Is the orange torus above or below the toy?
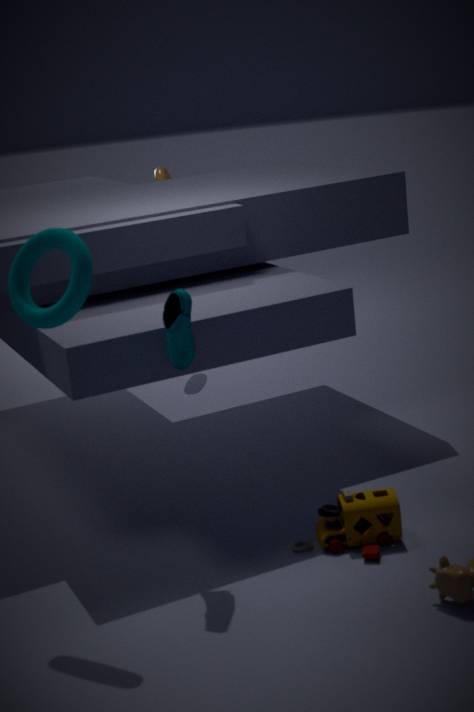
above
